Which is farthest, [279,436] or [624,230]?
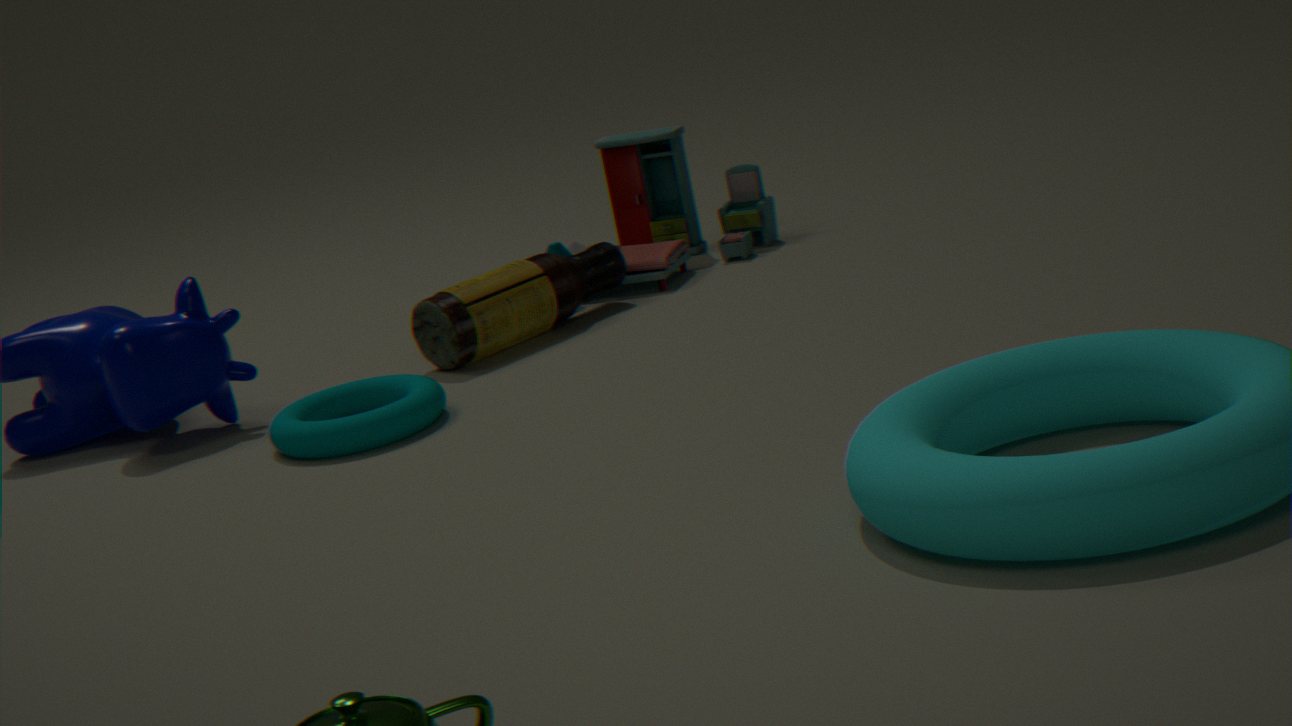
[624,230]
